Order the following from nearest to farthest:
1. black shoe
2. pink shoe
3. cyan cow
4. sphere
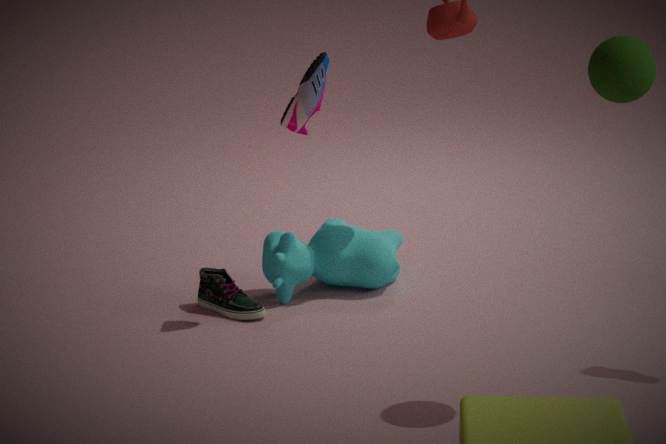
sphere < pink shoe < black shoe < cyan cow
